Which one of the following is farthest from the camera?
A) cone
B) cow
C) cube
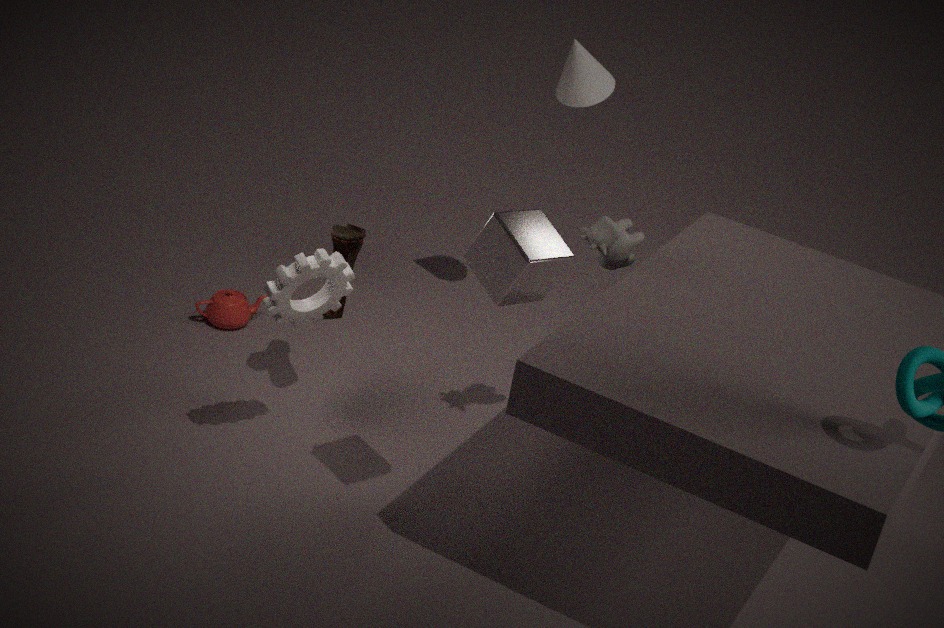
cone
